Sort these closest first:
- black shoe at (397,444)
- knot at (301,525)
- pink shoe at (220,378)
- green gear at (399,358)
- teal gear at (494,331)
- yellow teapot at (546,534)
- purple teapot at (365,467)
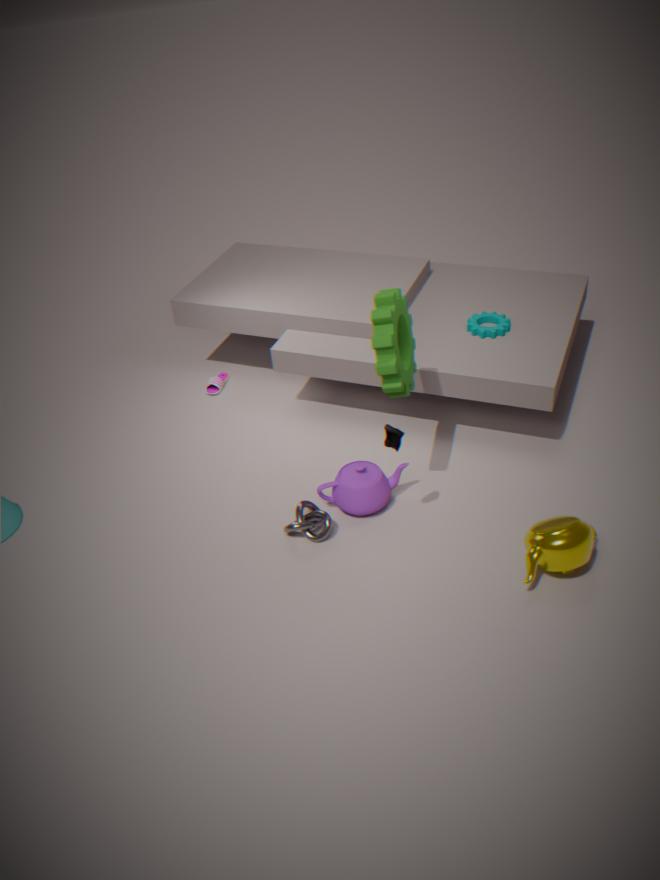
yellow teapot at (546,534)
black shoe at (397,444)
green gear at (399,358)
knot at (301,525)
purple teapot at (365,467)
teal gear at (494,331)
pink shoe at (220,378)
